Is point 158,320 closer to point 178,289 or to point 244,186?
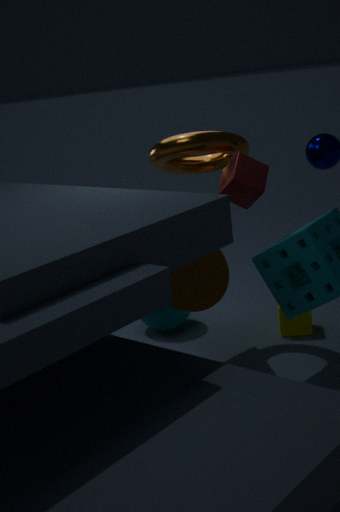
point 178,289
